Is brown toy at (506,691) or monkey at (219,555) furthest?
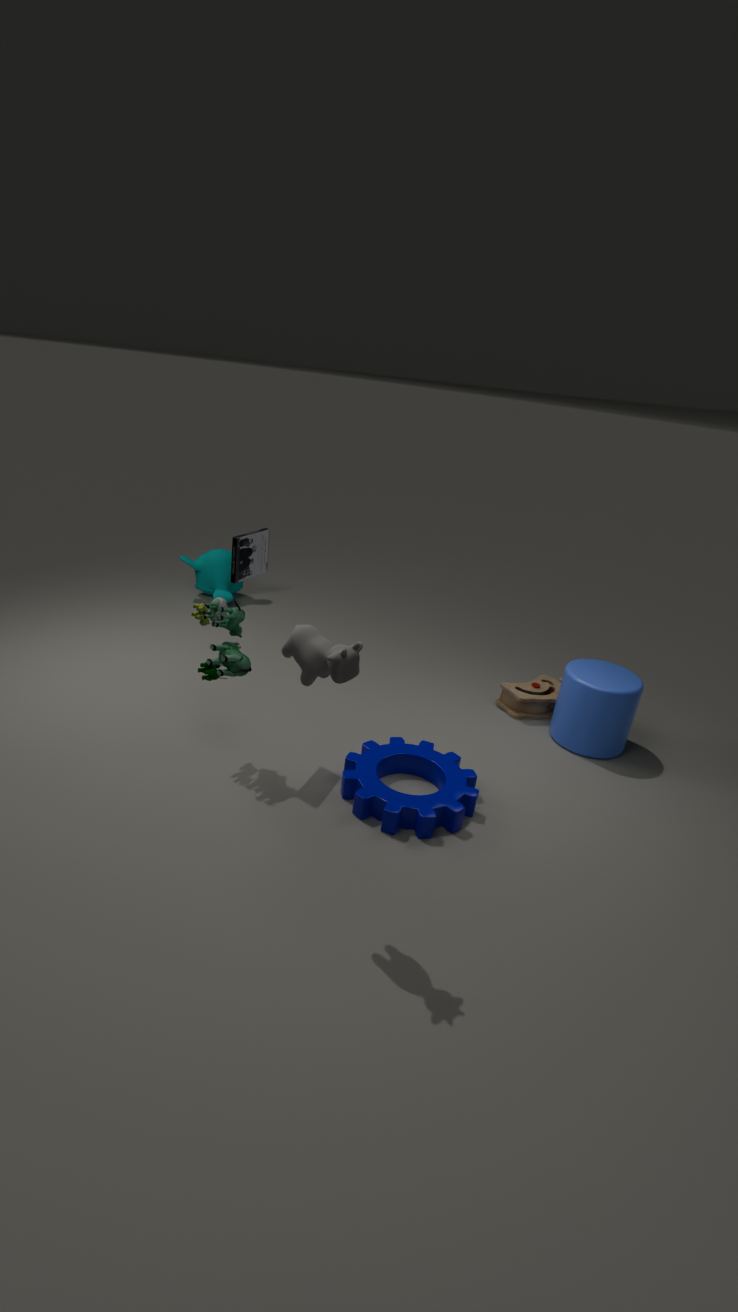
monkey at (219,555)
